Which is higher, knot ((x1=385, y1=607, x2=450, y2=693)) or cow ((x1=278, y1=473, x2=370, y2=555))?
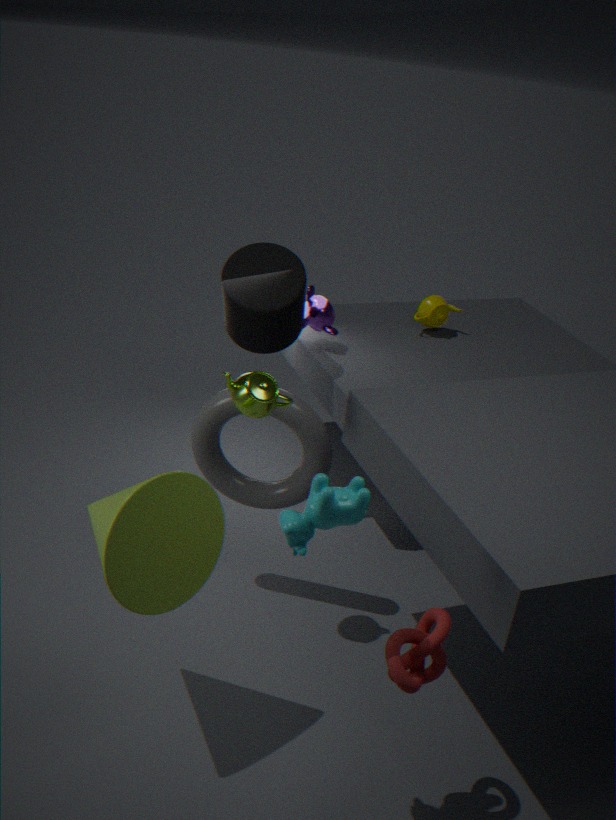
cow ((x1=278, y1=473, x2=370, y2=555))
